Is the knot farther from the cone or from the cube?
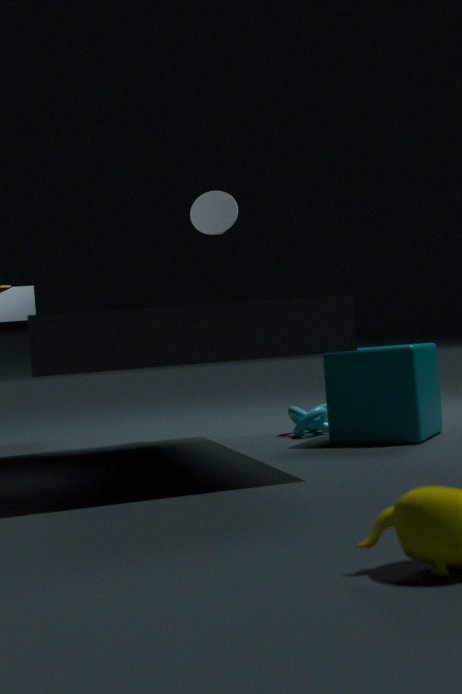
the cone
